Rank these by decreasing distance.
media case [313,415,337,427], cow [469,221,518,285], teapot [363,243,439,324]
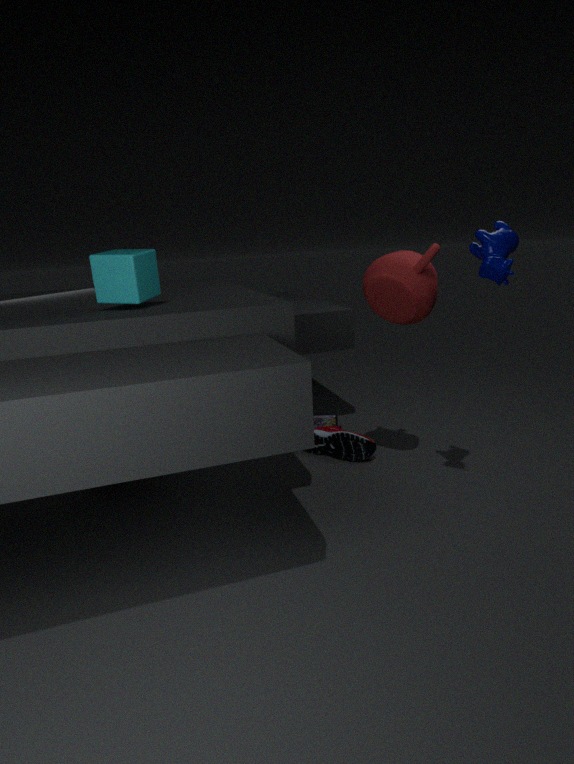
1. media case [313,415,337,427]
2. teapot [363,243,439,324]
3. cow [469,221,518,285]
